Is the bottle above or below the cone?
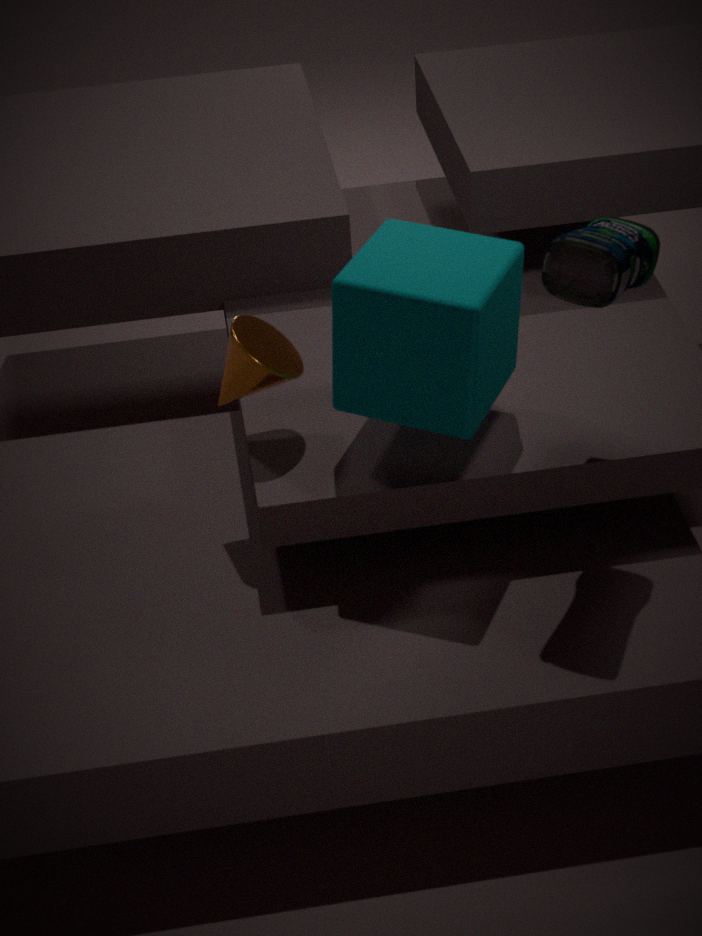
above
